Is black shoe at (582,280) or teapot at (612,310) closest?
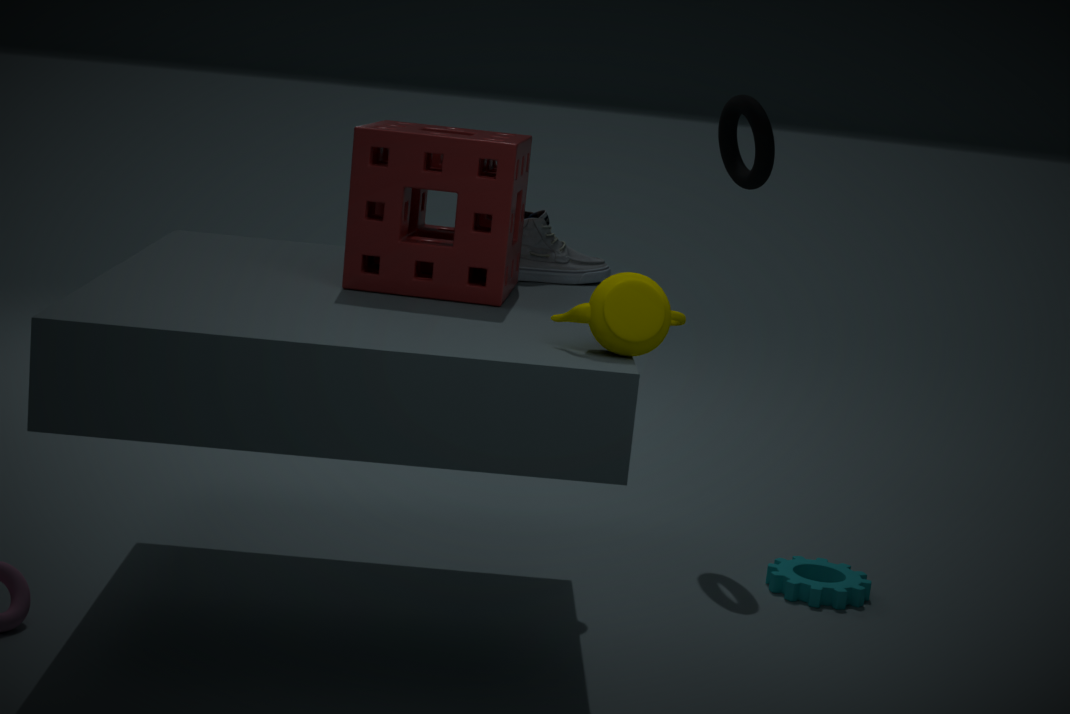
teapot at (612,310)
